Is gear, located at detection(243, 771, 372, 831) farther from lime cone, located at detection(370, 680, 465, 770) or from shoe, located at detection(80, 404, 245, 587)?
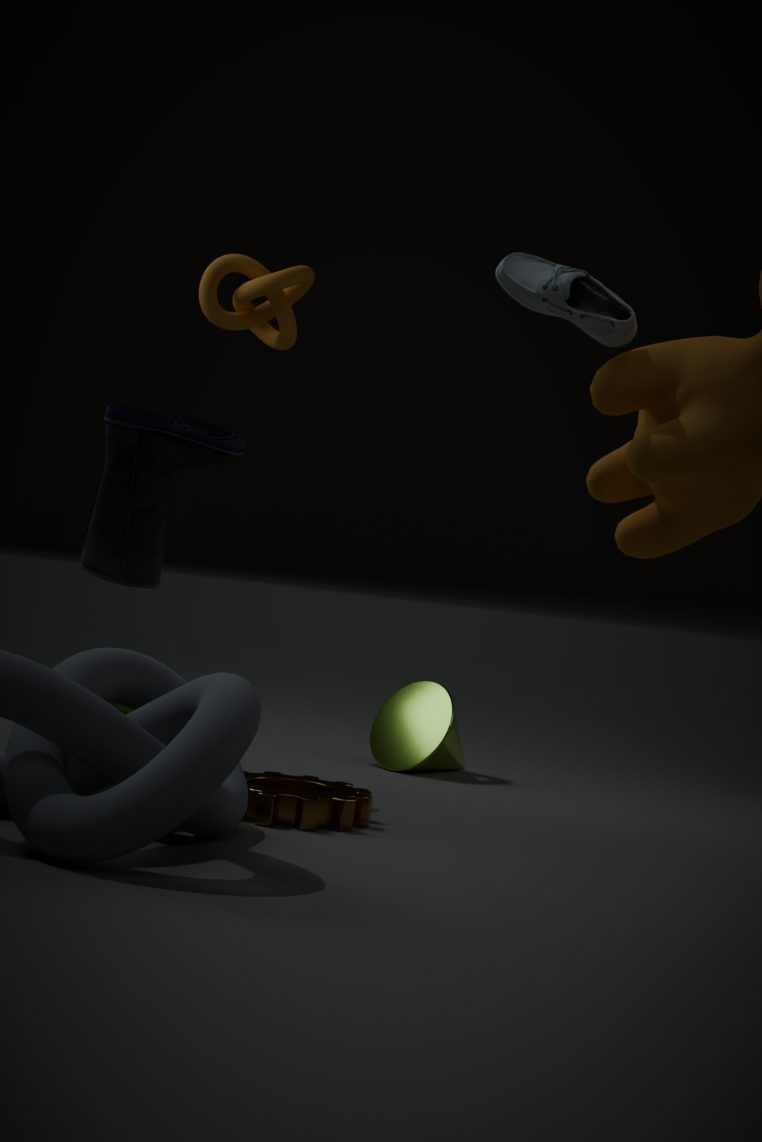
lime cone, located at detection(370, 680, 465, 770)
